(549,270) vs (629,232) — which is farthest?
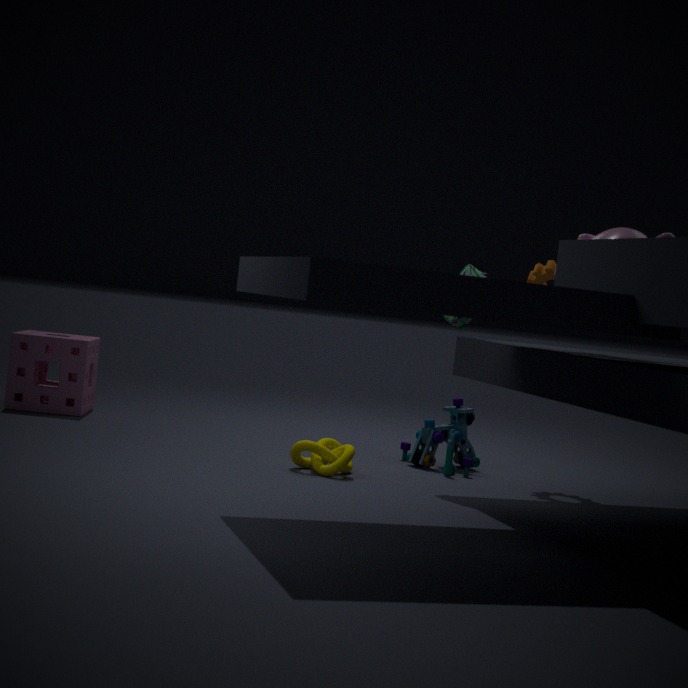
(549,270)
